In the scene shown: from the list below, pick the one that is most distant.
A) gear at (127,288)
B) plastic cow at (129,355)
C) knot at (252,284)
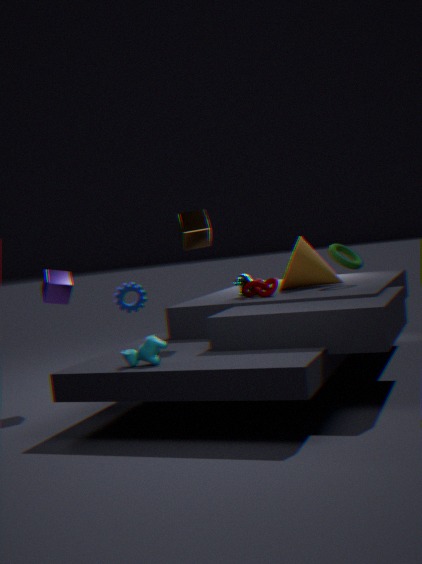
gear at (127,288)
